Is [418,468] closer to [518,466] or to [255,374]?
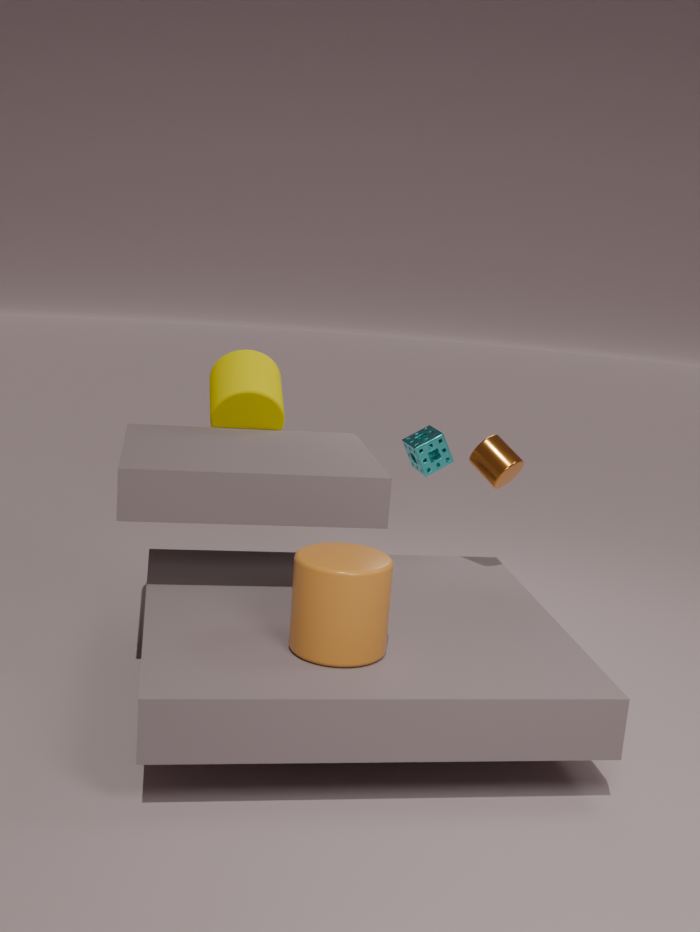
[518,466]
